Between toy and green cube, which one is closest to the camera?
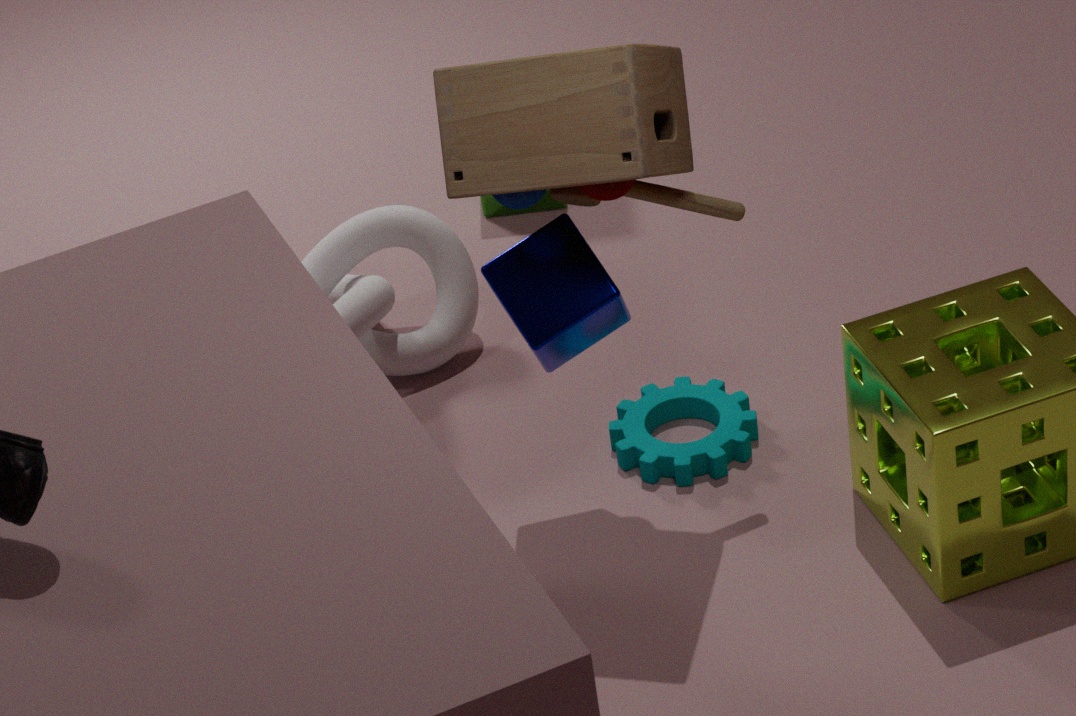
toy
